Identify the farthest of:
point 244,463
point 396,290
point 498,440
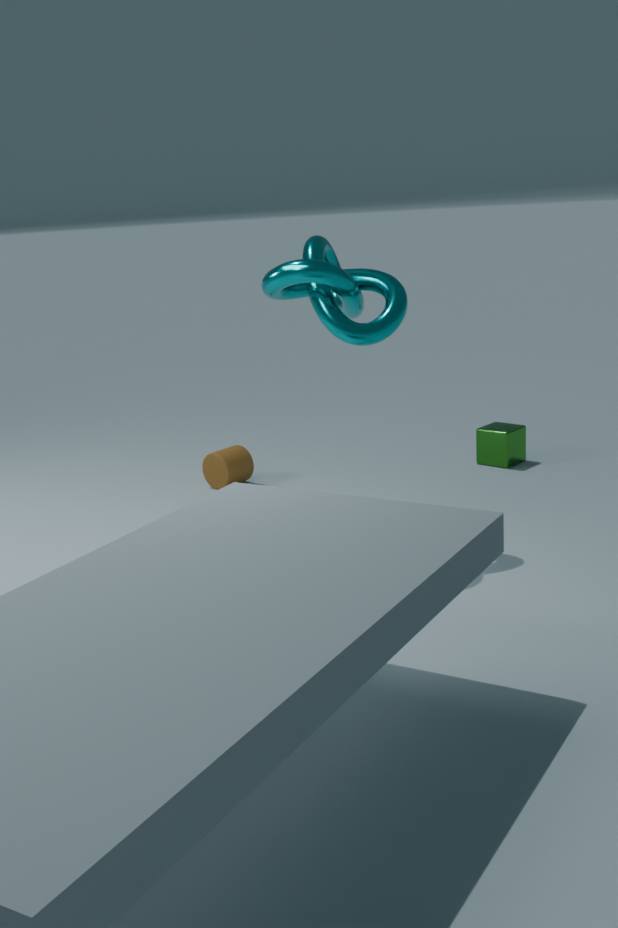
point 498,440
